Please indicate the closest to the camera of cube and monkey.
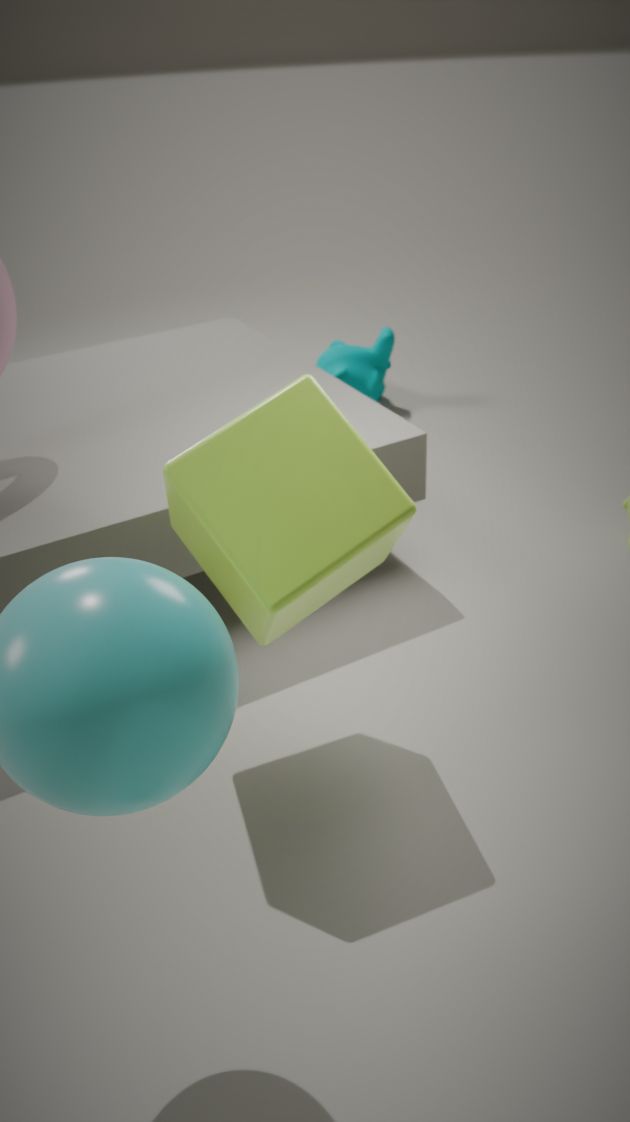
cube
